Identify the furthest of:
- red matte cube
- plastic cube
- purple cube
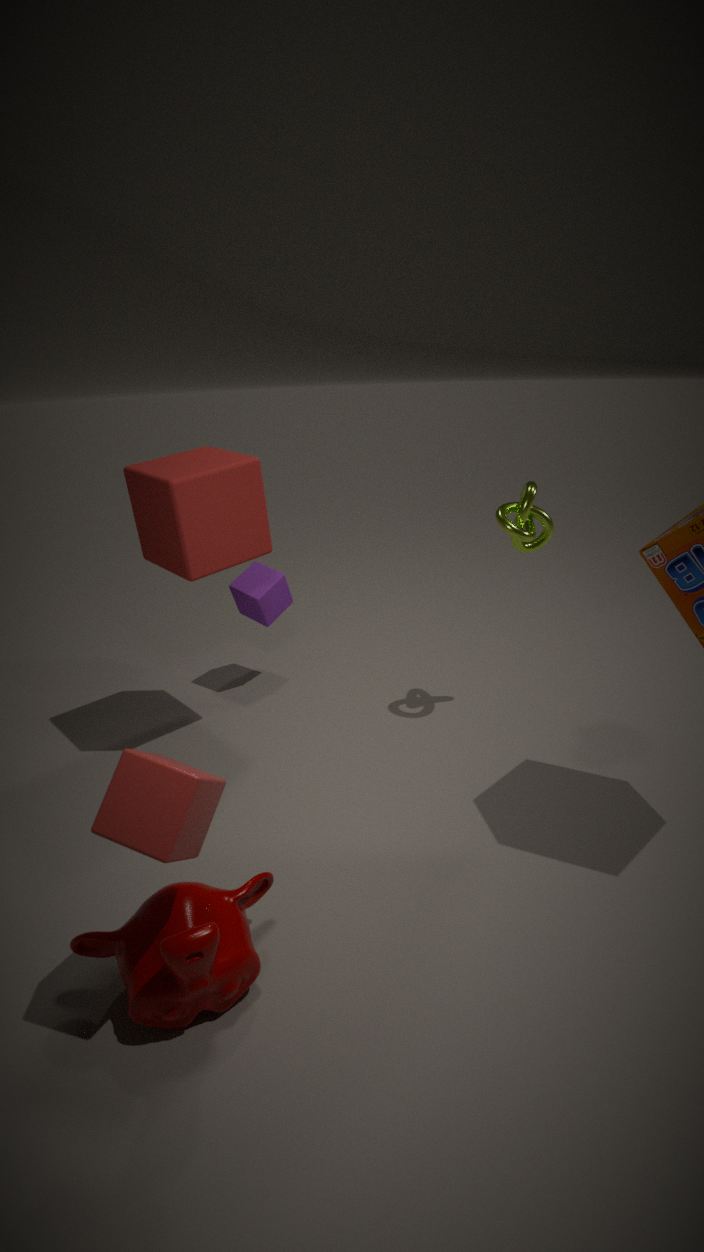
purple cube
